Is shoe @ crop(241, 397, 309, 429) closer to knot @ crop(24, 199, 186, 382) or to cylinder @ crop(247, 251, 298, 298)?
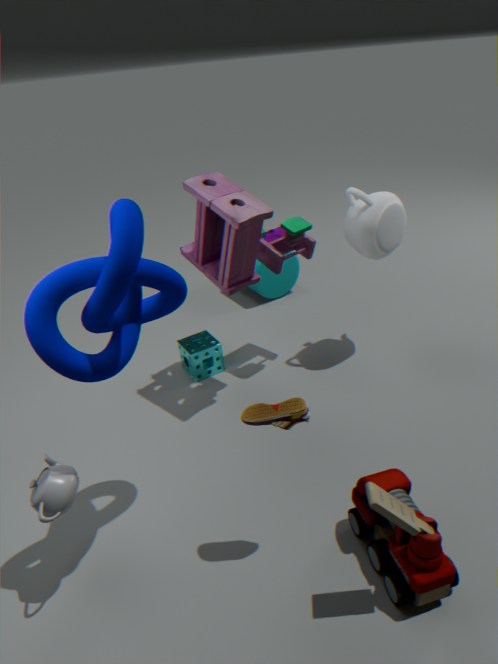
knot @ crop(24, 199, 186, 382)
